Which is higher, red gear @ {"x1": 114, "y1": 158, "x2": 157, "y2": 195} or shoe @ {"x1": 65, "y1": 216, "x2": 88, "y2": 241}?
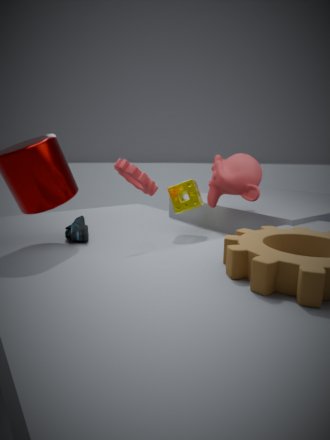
red gear @ {"x1": 114, "y1": 158, "x2": 157, "y2": 195}
